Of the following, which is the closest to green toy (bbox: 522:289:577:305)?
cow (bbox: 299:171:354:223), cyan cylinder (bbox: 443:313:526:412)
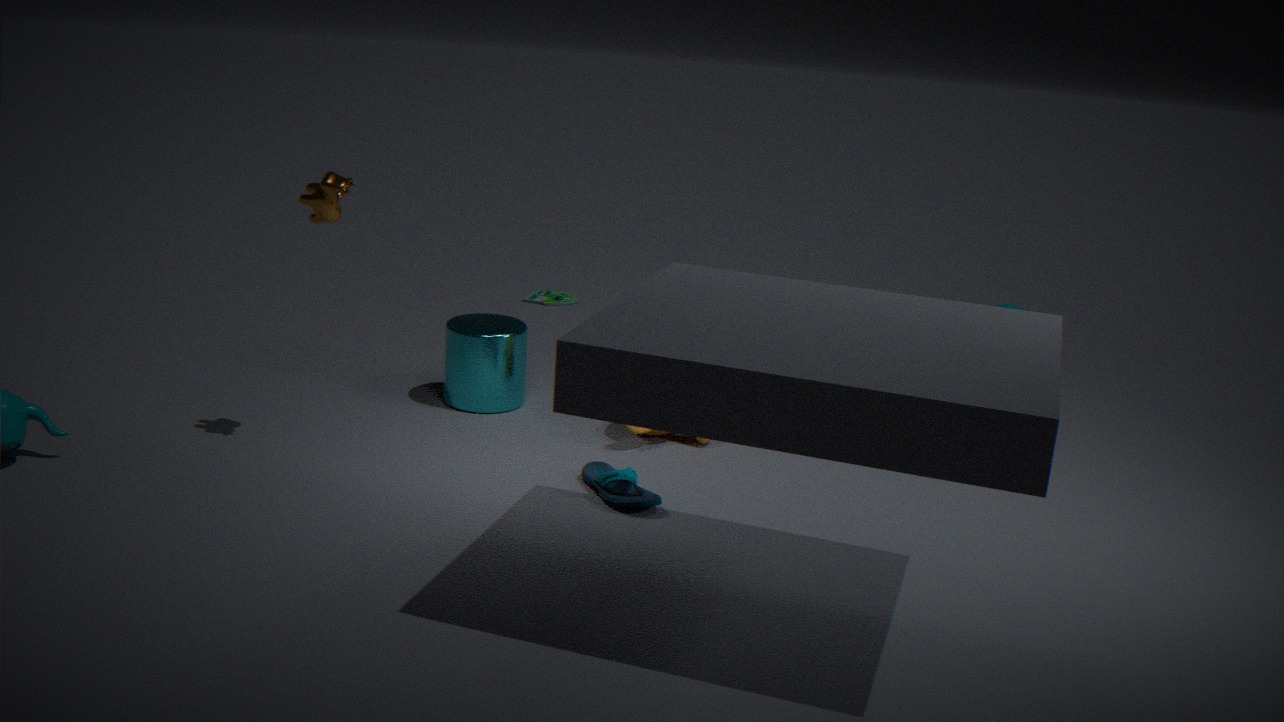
cyan cylinder (bbox: 443:313:526:412)
